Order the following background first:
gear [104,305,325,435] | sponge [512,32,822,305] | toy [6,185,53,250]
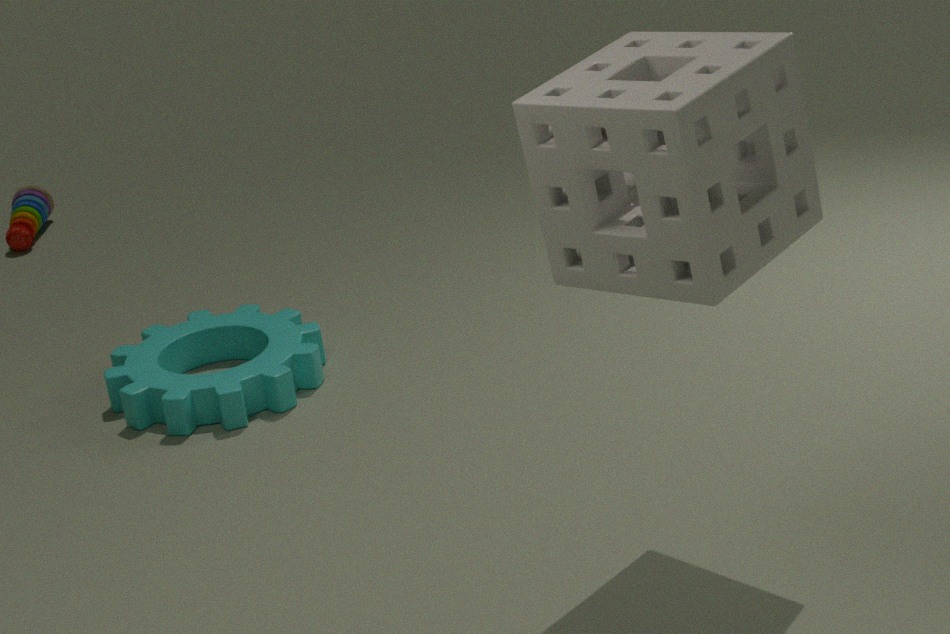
toy [6,185,53,250] < gear [104,305,325,435] < sponge [512,32,822,305]
